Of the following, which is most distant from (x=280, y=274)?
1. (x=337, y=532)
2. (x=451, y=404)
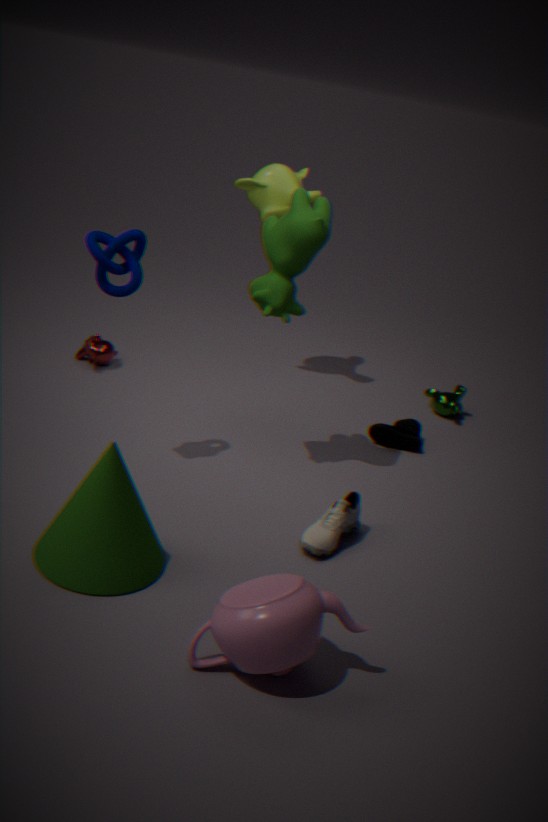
(x=451, y=404)
